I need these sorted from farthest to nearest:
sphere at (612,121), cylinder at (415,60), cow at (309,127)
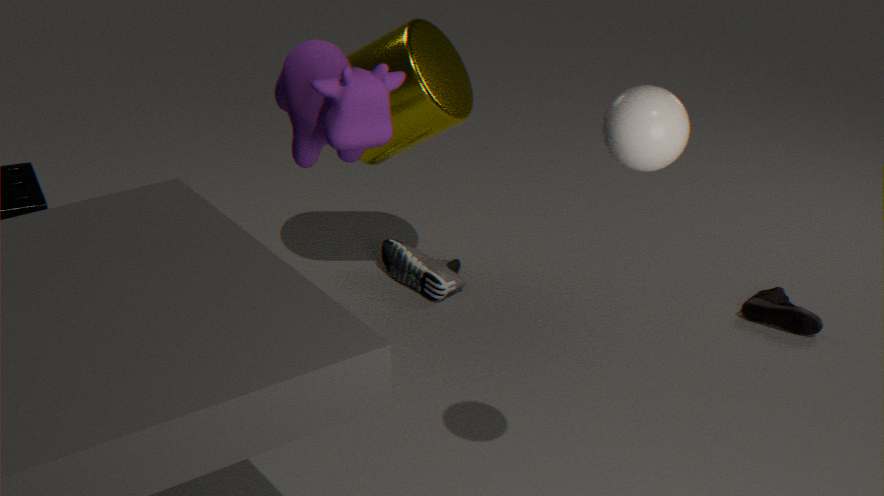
cylinder at (415,60) < cow at (309,127) < sphere at (612,121)
